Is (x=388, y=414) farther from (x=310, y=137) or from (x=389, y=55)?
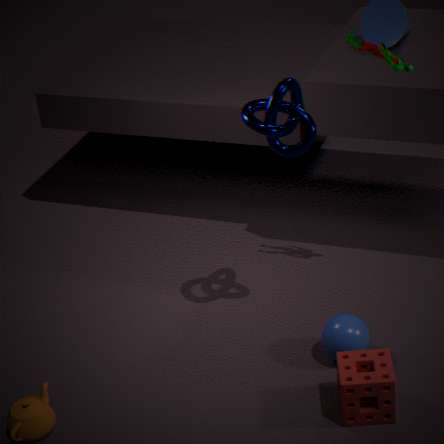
(x=389, y=55)
